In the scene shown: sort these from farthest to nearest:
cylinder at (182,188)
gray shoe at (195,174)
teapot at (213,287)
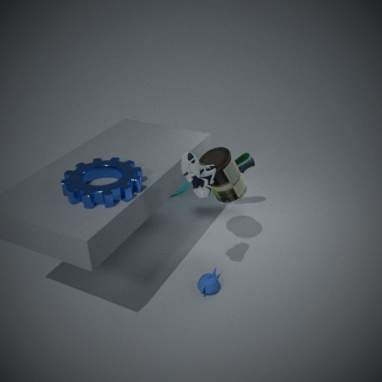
cylinder at (182,188)
teapot at (213,287)
gray shoe at (195,174)
